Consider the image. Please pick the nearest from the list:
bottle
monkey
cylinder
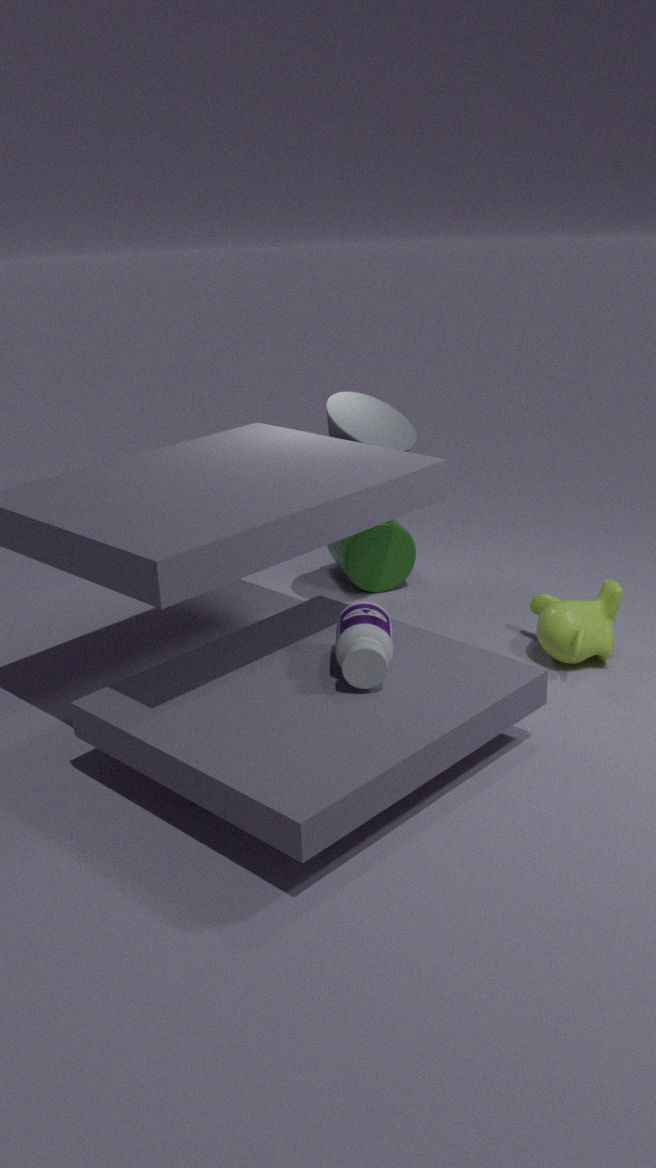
bottle
